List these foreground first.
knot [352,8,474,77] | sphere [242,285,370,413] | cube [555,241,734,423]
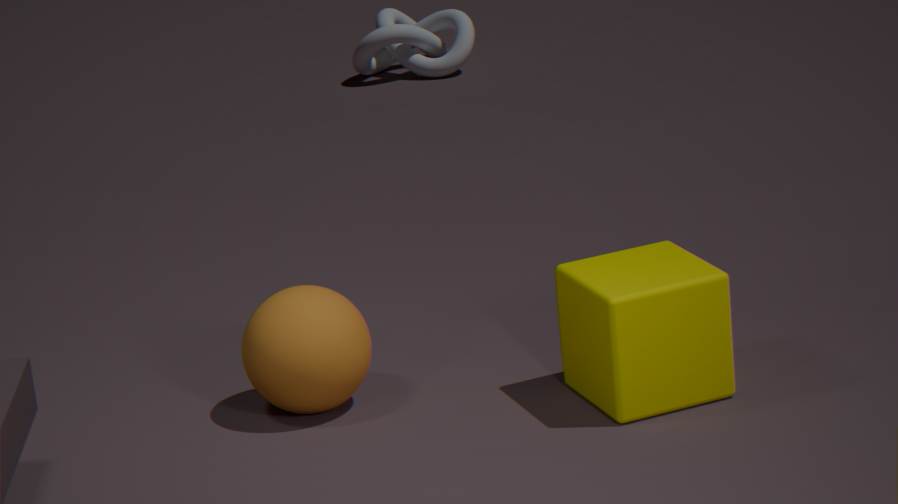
cube [555,241,734,423]
sphere [242,285,370,413]
knot [352,8,474,77]
